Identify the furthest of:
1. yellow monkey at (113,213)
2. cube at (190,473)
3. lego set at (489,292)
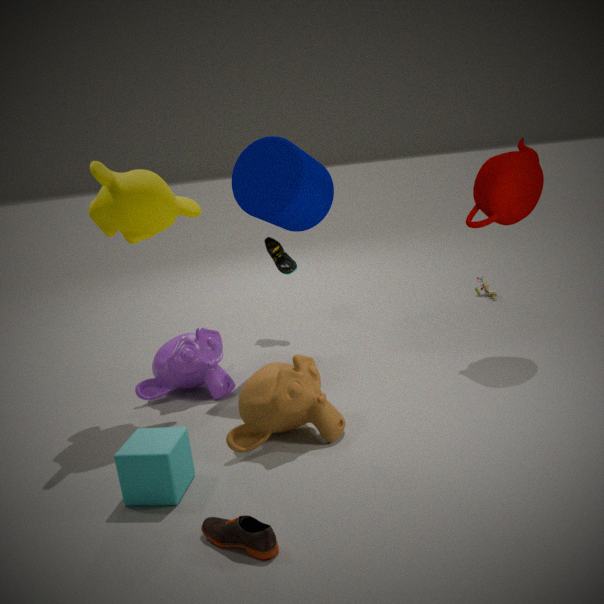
lego set at (489,292)
